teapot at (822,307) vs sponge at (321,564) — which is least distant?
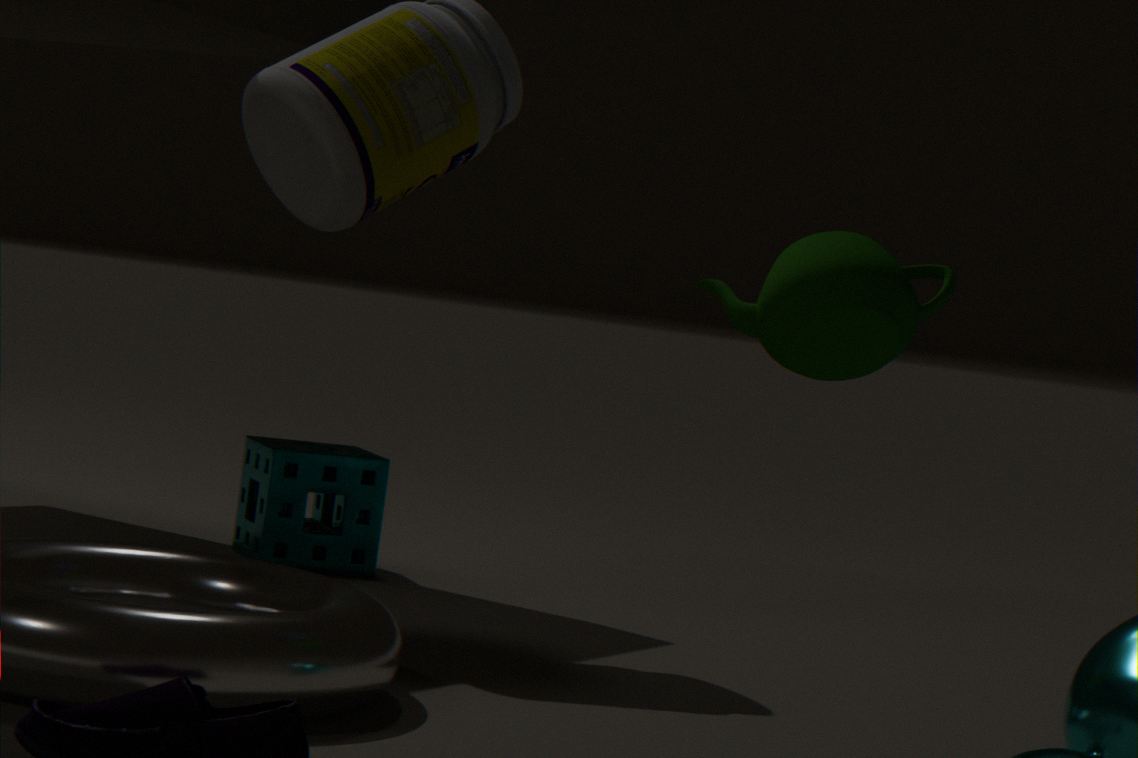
teapot at (822,307)
